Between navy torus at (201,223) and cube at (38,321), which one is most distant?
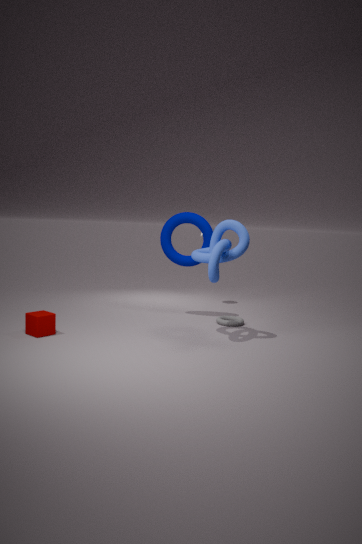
navy torus at (201,223)
